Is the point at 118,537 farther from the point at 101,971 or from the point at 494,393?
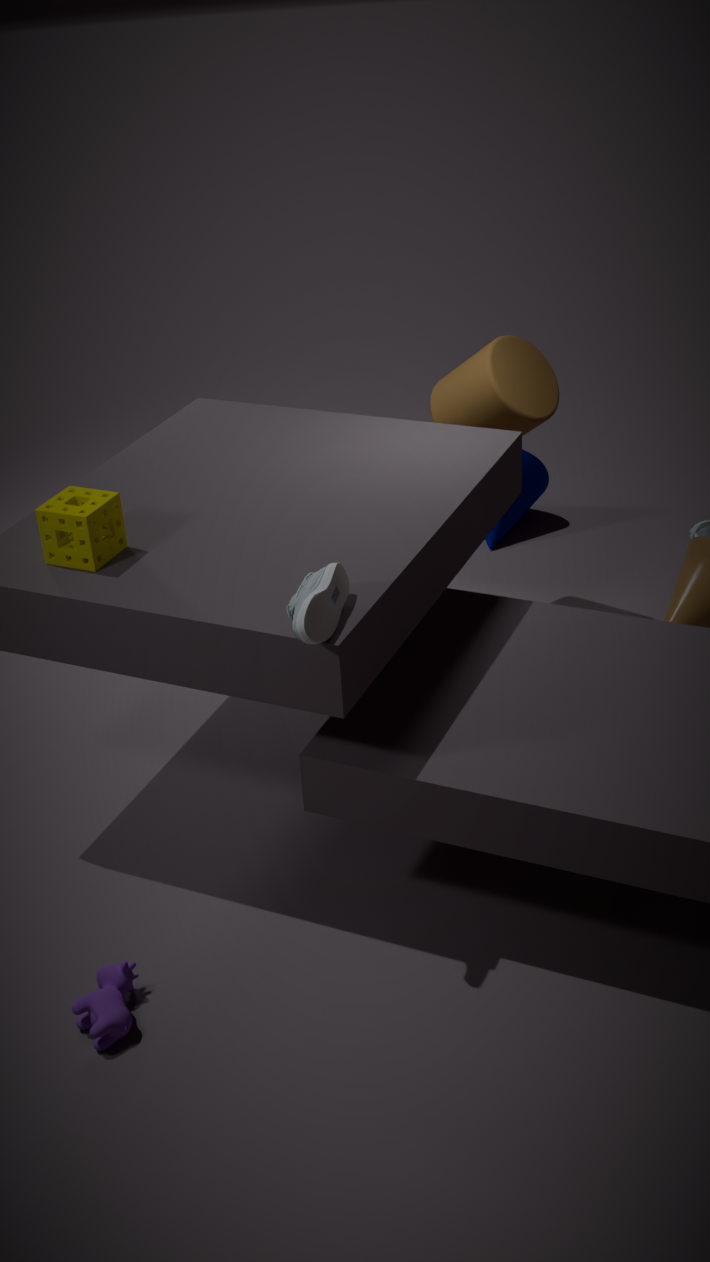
the point at 494,393
